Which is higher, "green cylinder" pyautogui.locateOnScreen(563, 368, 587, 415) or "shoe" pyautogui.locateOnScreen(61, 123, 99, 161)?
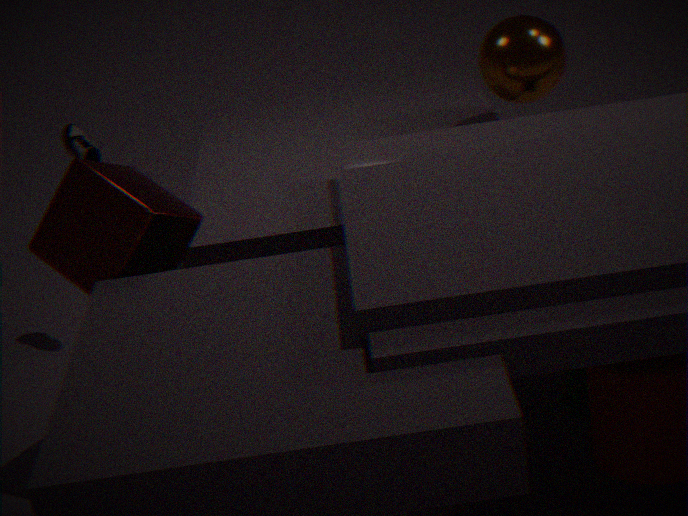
"shoe" pyautogui.locateOnScreen(61, 123, 99, 161)
